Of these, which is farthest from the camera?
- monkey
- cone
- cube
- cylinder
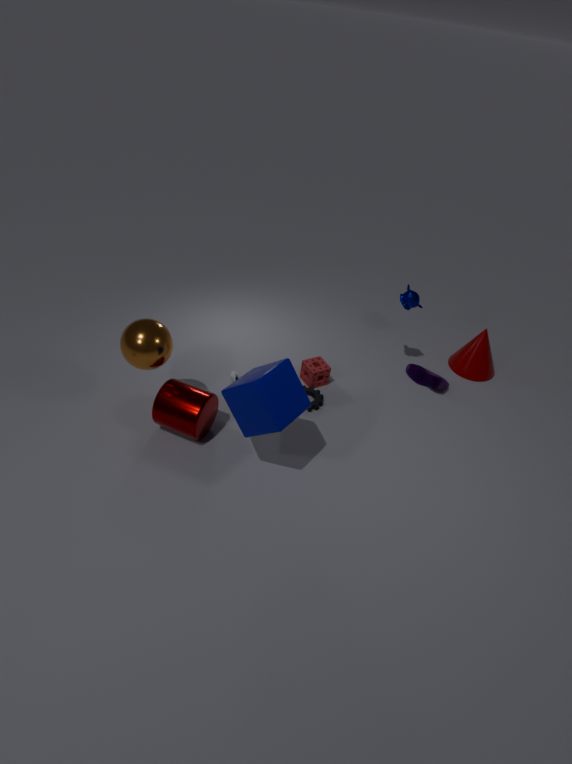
cone
